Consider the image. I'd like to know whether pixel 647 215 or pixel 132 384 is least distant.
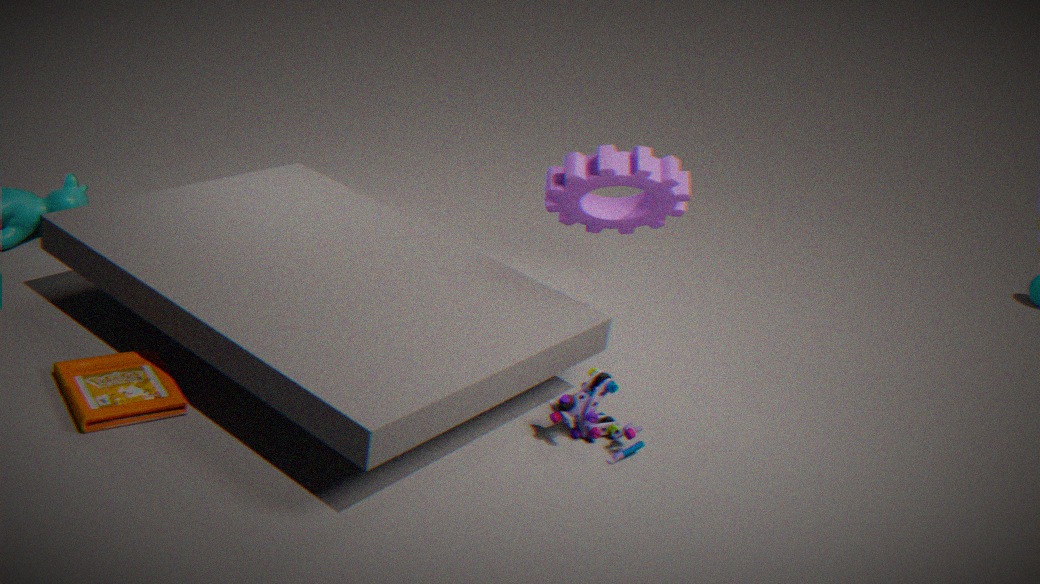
pixel 132 384
